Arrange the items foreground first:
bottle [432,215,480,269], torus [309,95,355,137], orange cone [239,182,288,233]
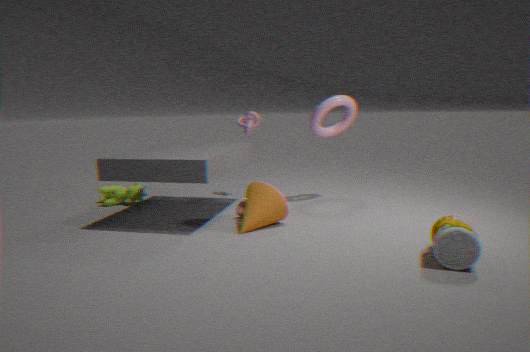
bottle [432,215,480,269]
orange cone [239,182,288,233]
torus [309,95,355,137]
